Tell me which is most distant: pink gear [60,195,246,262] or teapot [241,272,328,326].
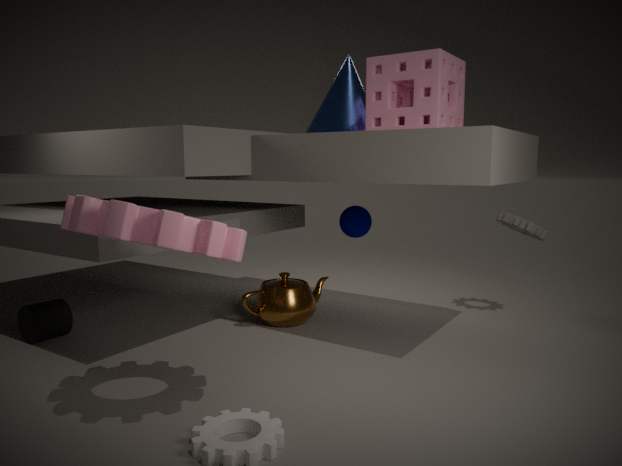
teapot [241,272,328,326]
